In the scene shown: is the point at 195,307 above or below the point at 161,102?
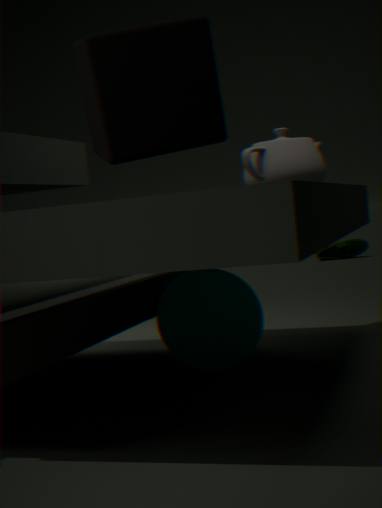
below
